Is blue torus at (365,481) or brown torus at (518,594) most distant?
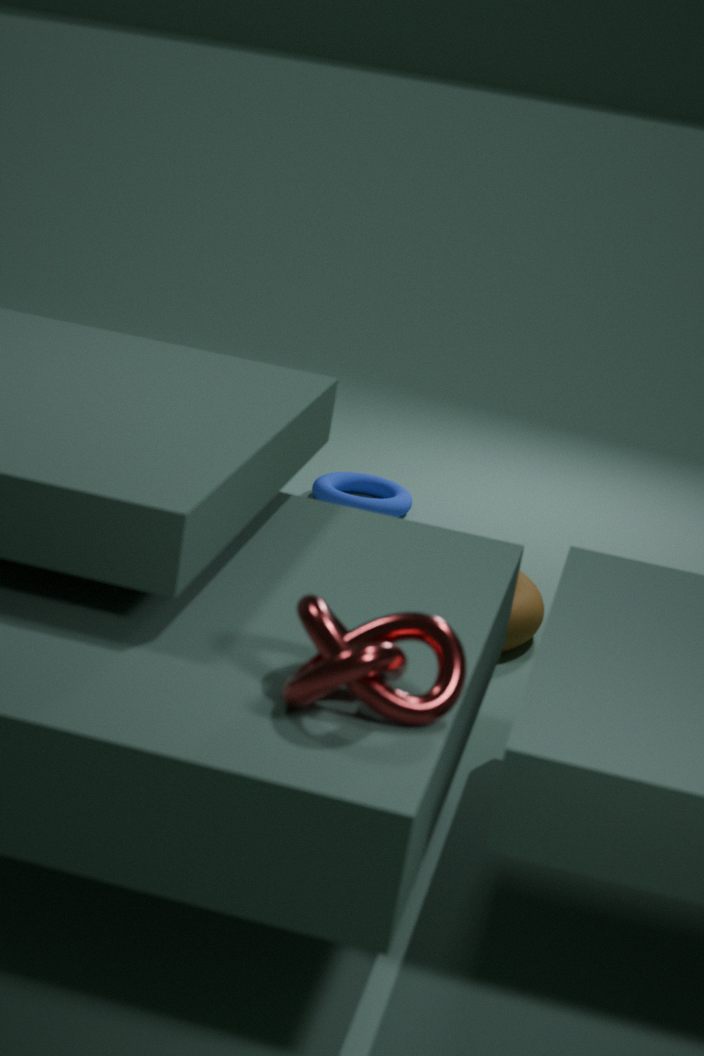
blue torus at (365,481)
